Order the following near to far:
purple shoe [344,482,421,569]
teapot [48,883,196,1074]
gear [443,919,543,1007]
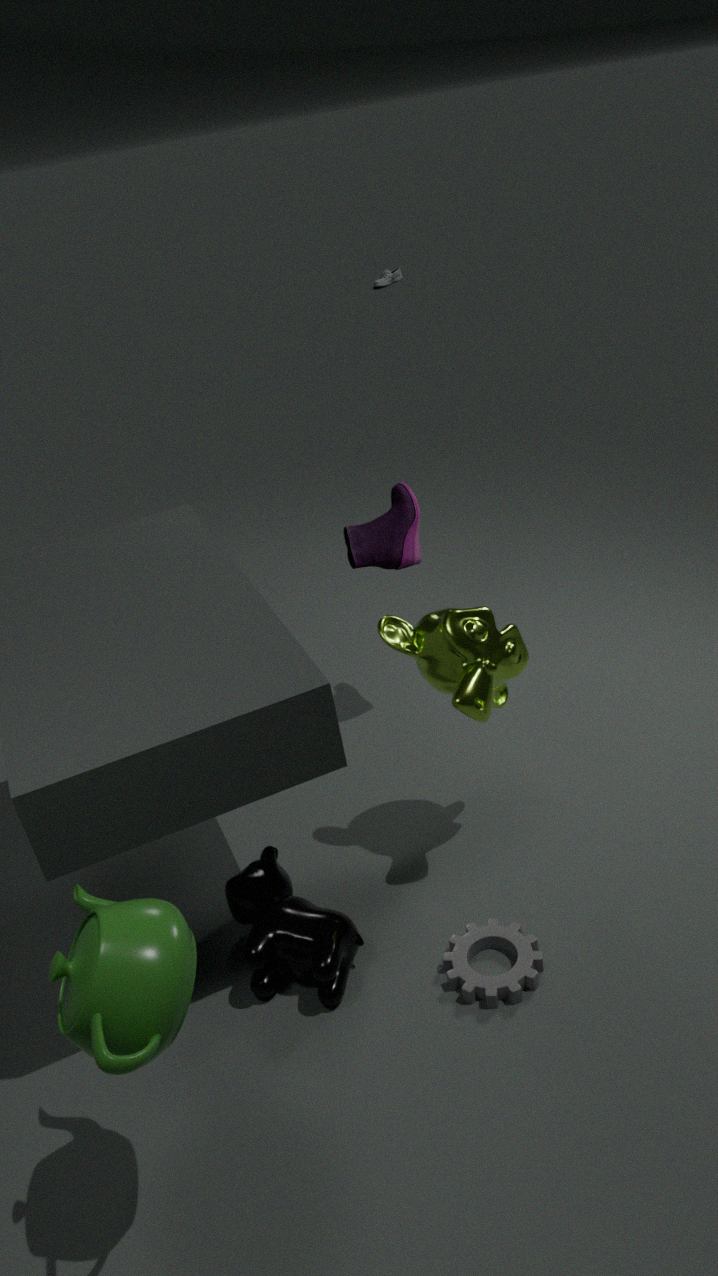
teapot [48,883,196,1074] → gear [443,919,543,1007] → purple shoe [344,482,421,569]
